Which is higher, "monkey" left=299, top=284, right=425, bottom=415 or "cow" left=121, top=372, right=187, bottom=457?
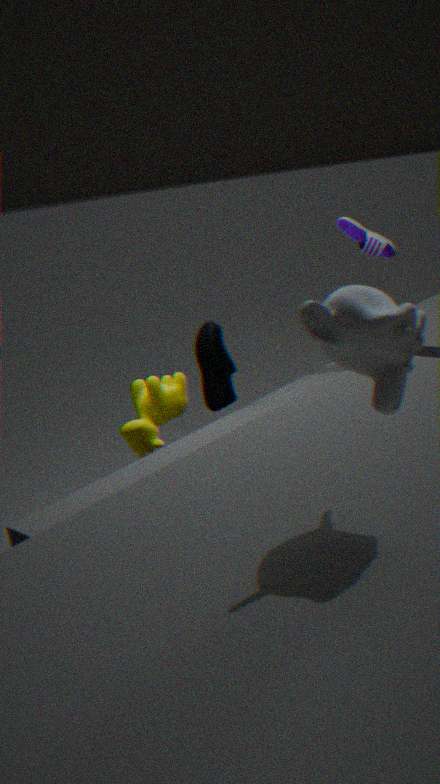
"monkey" left=299, top=284, right=425, bottom=415
